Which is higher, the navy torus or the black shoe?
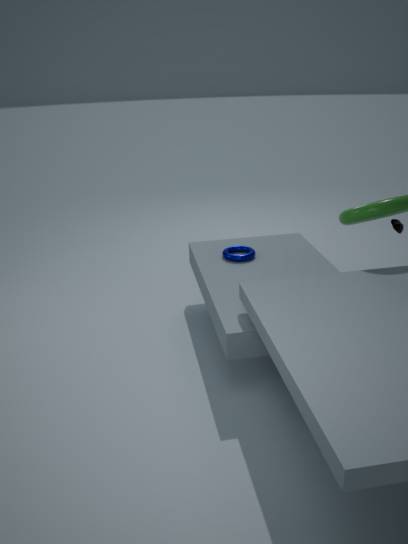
the black shoe
